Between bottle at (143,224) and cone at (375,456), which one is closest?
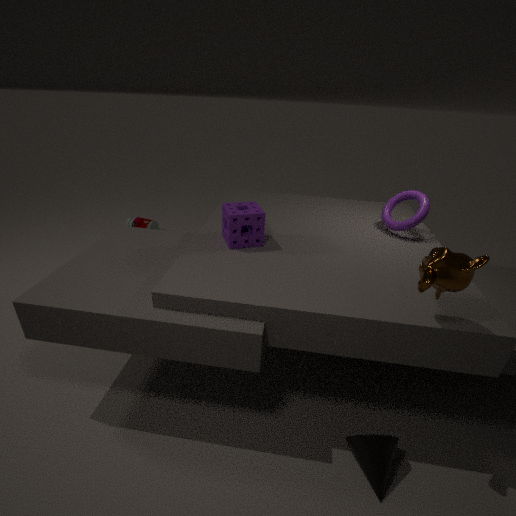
cone at (375,456)
